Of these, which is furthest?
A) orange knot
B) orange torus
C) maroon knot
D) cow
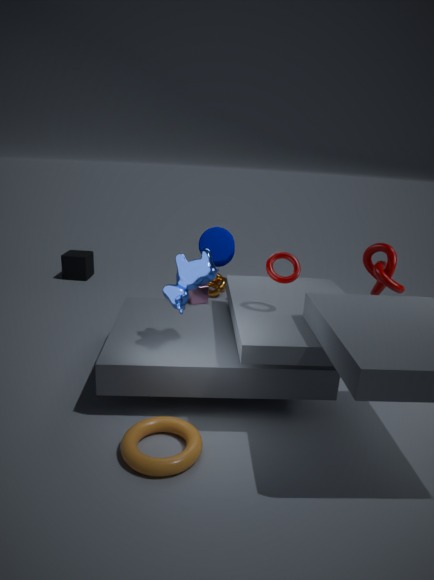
orange knot
